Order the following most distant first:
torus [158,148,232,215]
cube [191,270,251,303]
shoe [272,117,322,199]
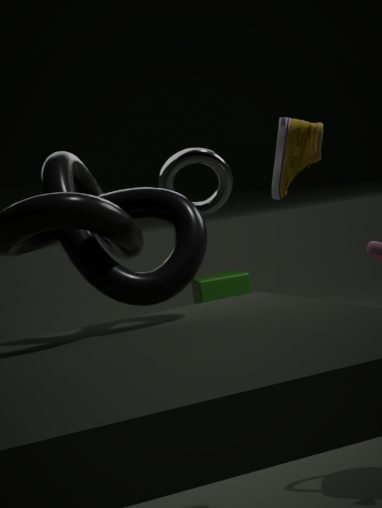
cube [191,270,251,303], shoe [272,117,322,199], torus [158,148,232,215]
